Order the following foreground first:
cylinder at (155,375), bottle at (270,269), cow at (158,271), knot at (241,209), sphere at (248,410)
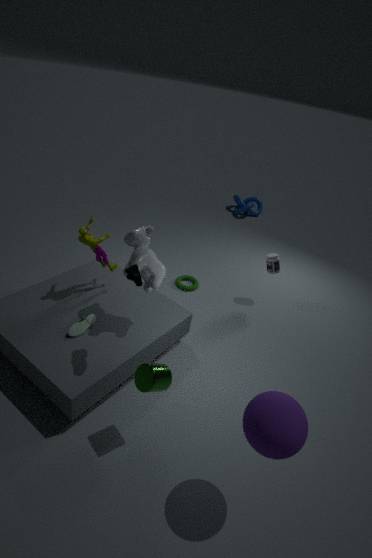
sphere at (248,410) → cylinder at (155,375) → cow at (158,271) → bottle at (270,269) → knot at (241,209)
